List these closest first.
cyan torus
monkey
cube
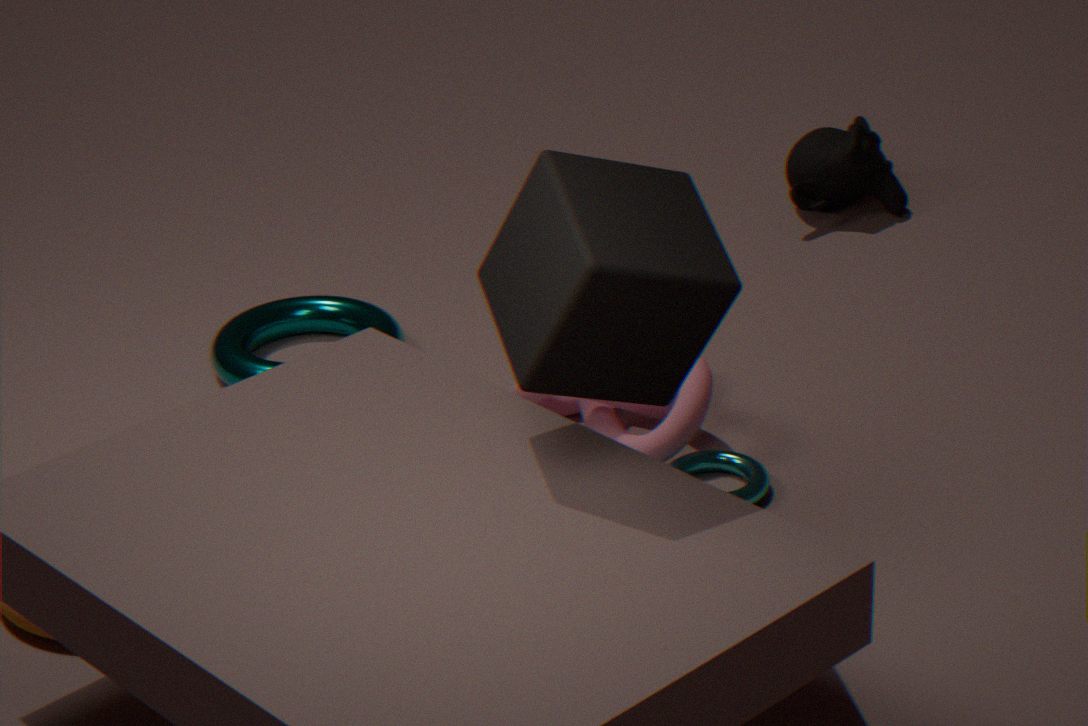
cube
cyan torus
monkey
